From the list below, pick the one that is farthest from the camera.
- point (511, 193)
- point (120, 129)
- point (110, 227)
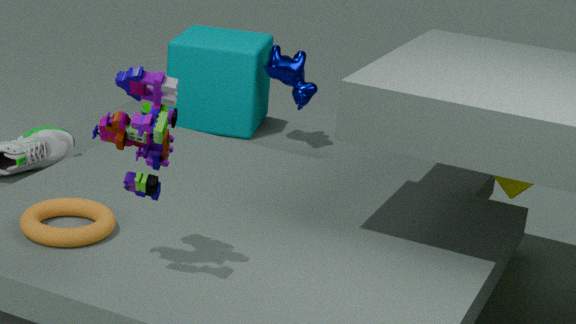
point (511, 193)
